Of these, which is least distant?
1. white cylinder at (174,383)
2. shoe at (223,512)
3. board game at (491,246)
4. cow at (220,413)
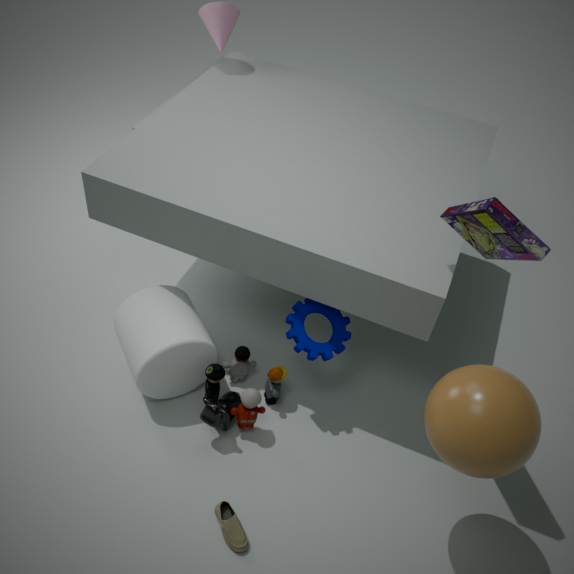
board game at (491,246)
